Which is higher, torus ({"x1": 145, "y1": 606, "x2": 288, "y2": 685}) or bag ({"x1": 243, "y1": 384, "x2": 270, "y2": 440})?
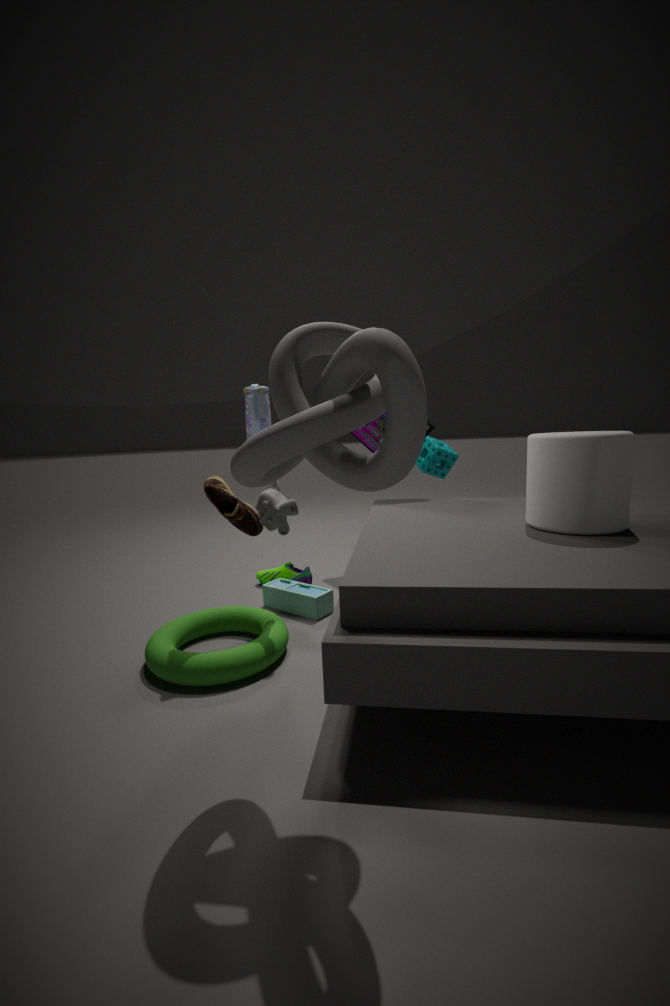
bag ({"x1": 243, "y1": 384, "x2": 270, "y2": 440})
